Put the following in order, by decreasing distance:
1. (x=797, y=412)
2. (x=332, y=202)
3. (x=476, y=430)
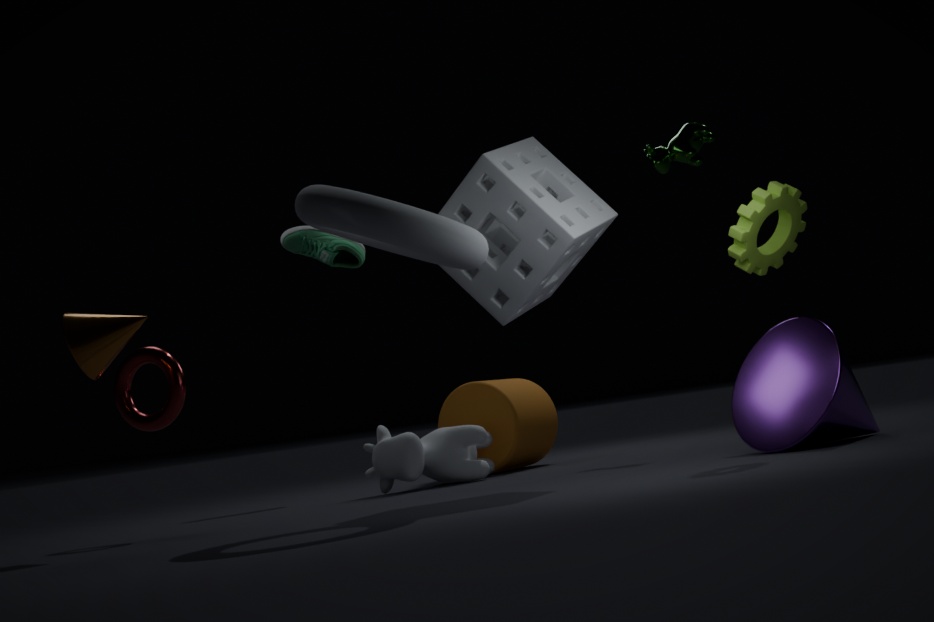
(x=476, y=430)
(x=797, y=412)
(x=332, y=202)
